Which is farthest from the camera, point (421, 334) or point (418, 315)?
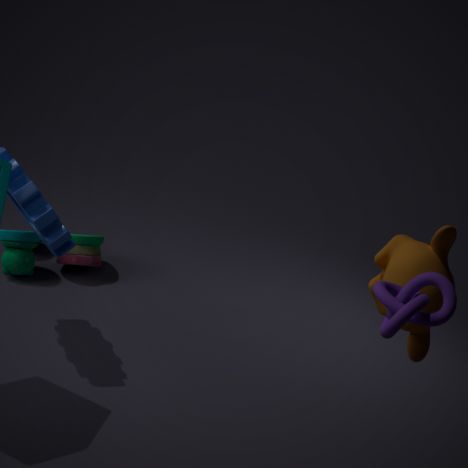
point (421, 334)
